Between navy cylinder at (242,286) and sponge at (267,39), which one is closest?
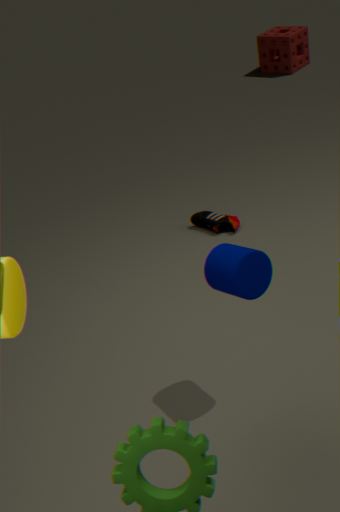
navy cylinder at (242,286)
